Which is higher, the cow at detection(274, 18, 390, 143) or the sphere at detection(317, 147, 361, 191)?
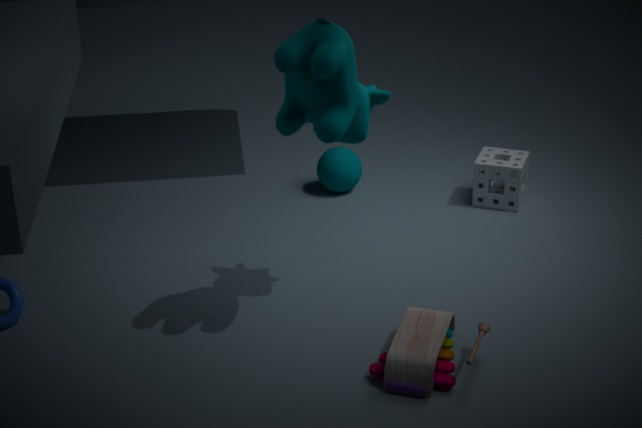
the cow at detection(274, 18, 390, 143)
